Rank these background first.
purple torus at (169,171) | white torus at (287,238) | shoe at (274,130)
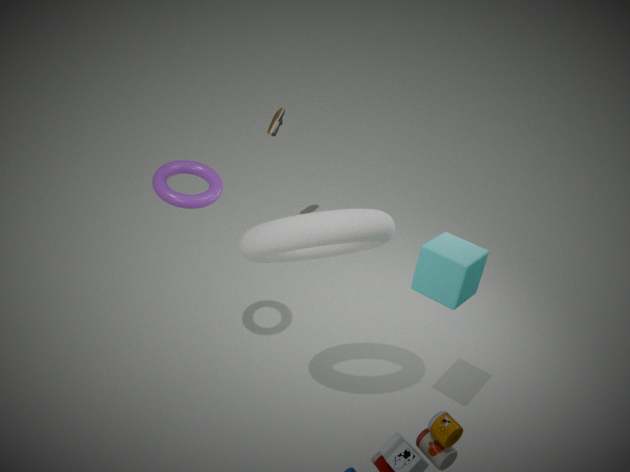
1. shoe at (274,130)
2. purple torus at (169,171)
3. white torus at (287,238)
